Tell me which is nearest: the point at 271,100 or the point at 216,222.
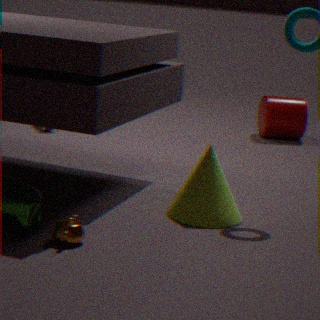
the point at 216,222
